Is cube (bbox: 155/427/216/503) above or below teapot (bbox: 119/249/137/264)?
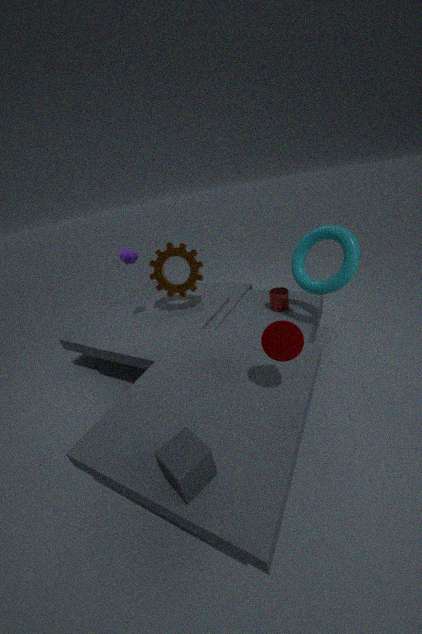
below
